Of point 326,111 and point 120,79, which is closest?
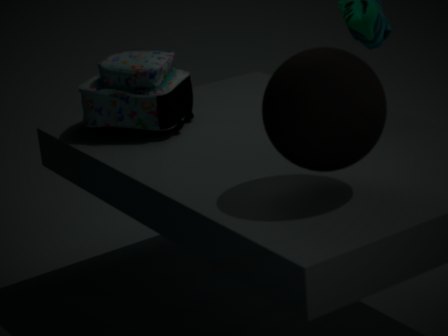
point 326,111
